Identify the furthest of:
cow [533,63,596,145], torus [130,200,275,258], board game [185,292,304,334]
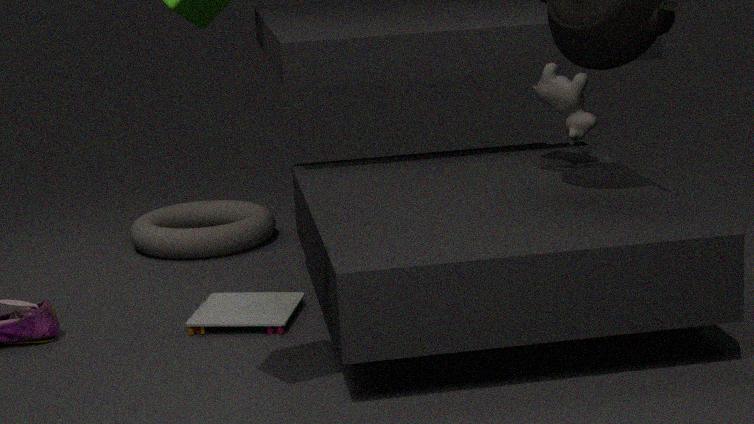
torus [130,200,275,258]
